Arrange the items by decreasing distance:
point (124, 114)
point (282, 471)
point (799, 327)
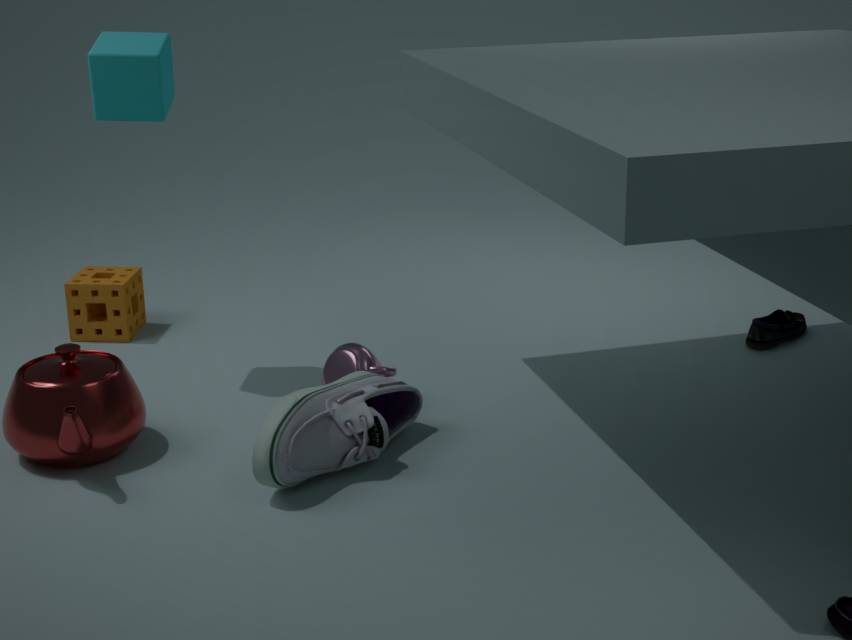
point (799, 327), point (124, 114), point (282, 471)
